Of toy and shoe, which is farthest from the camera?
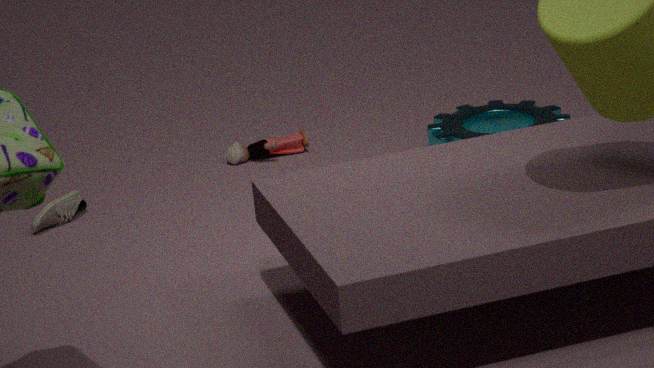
toy
